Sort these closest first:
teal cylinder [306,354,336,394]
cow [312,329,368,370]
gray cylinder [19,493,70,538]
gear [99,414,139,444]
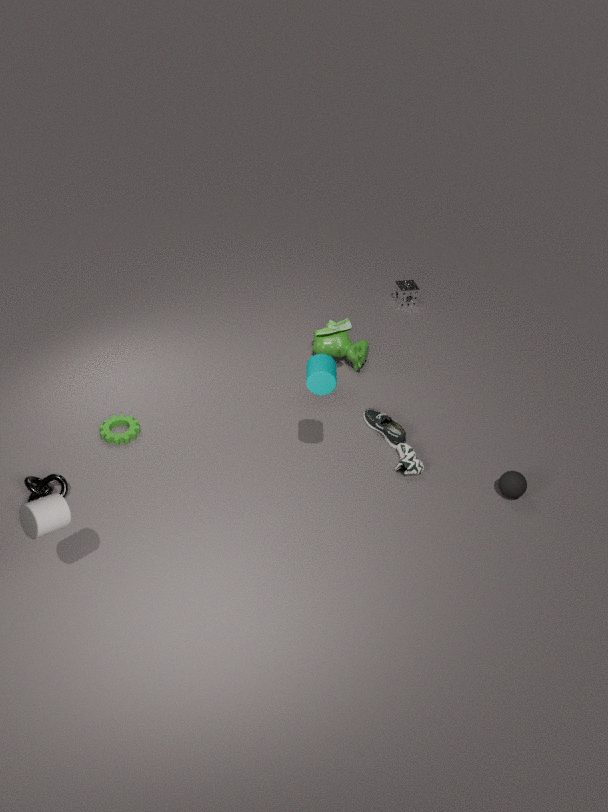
gray cylinder [19,493,70,538] < teal cylinder [306,354,336,394] < gear [99,414,139,444] < cow [312,329,368,370]
